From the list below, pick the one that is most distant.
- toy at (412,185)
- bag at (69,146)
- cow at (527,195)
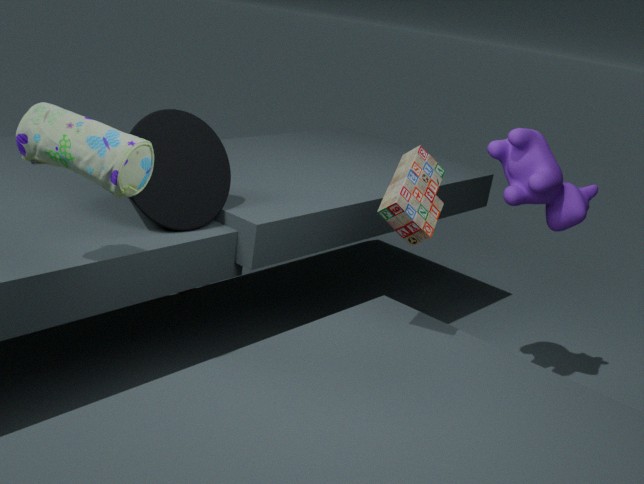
cow at (527,195)
